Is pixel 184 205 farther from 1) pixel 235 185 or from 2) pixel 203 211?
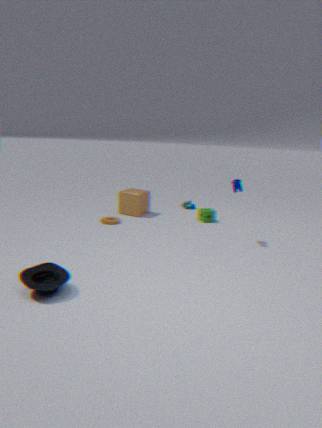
1) pixel 235 185
